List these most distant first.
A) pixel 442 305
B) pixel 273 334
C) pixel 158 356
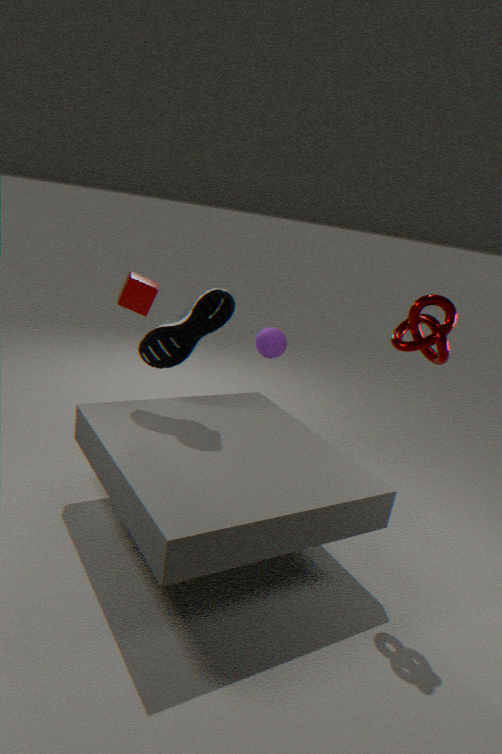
pixel 273 334, pixel 158 356, pixel 442 305
